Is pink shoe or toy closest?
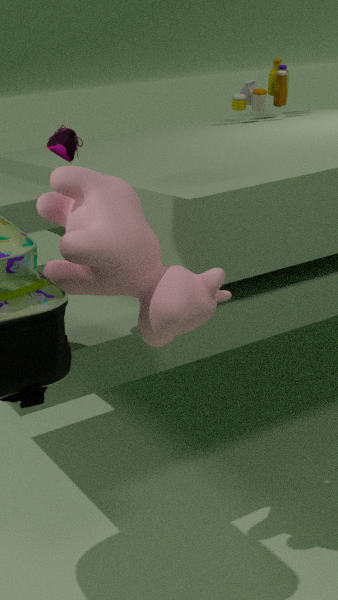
pink shoe
